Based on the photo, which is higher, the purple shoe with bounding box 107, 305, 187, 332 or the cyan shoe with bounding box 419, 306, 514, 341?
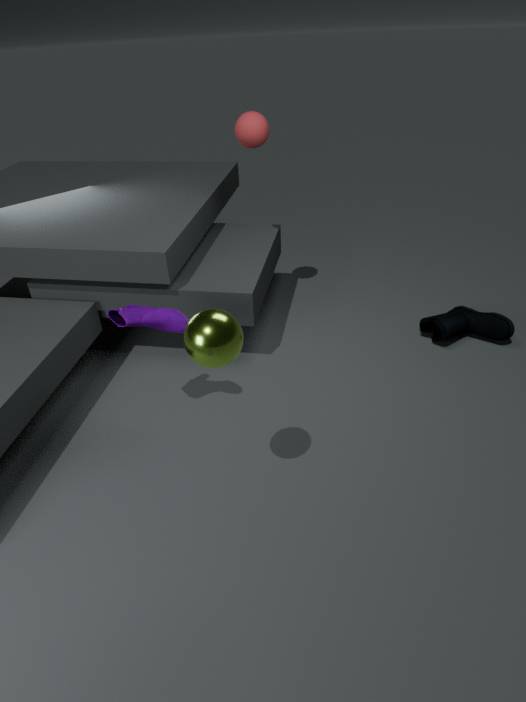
the purple shoe with bounding box 107, 305, 187, 332
